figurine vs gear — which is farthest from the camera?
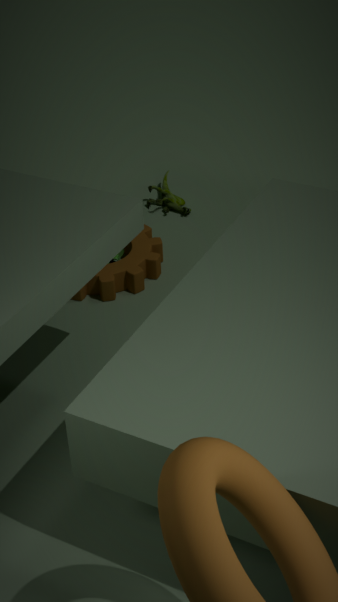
figurine
